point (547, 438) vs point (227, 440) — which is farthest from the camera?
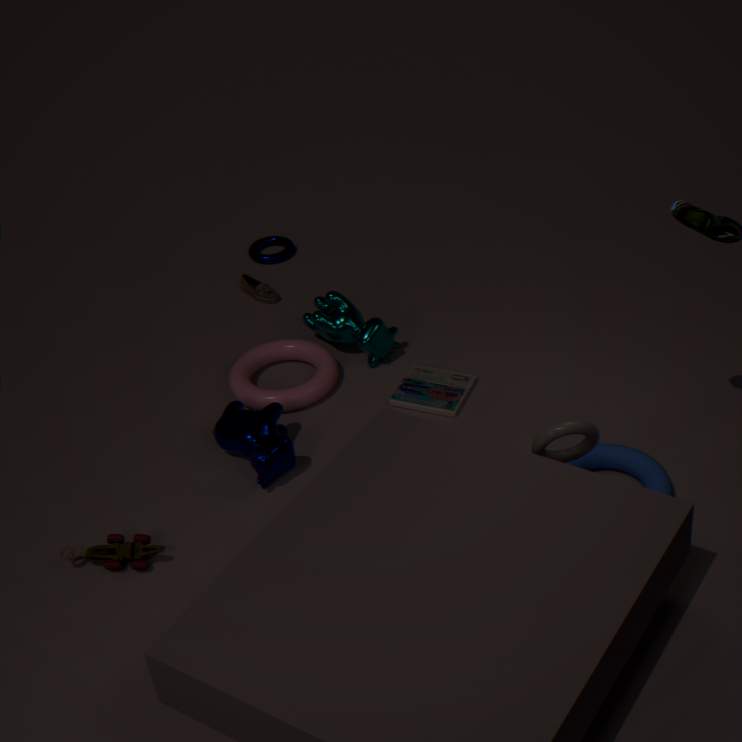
point (227, 440)
